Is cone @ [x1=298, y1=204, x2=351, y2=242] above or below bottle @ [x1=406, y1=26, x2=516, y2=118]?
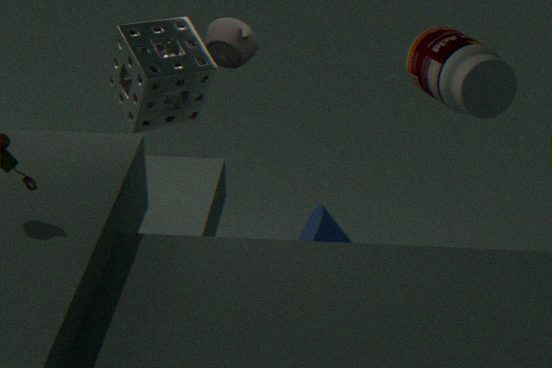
below
